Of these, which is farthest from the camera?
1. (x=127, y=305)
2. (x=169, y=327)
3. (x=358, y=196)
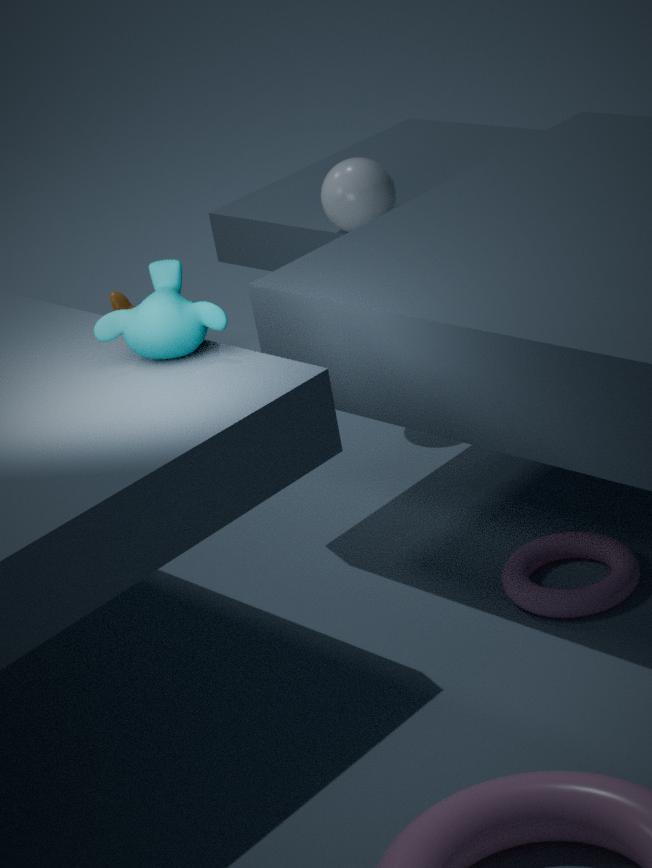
(x=127, y=305)
